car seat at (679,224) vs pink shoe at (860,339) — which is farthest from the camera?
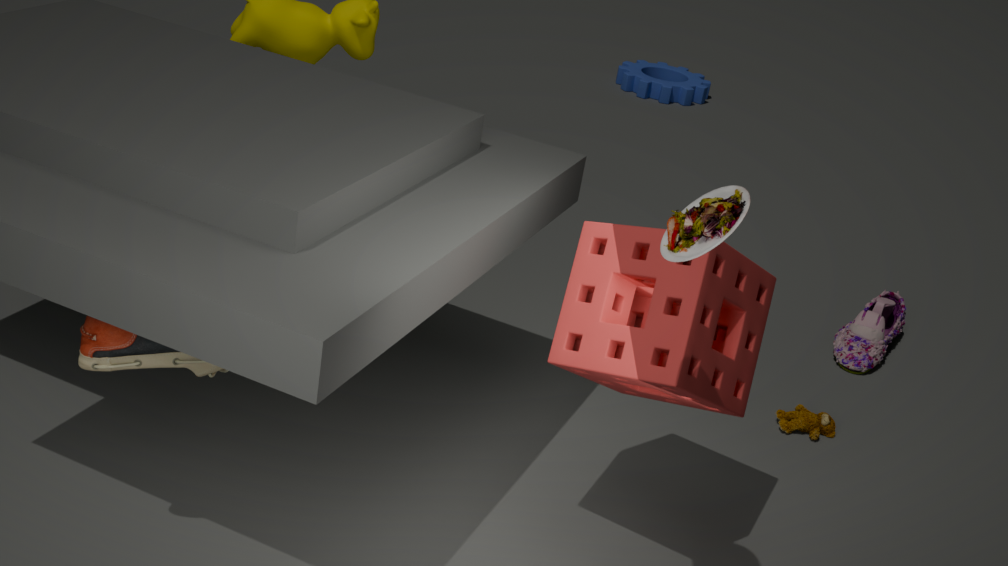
pink shoe at (860,339)
